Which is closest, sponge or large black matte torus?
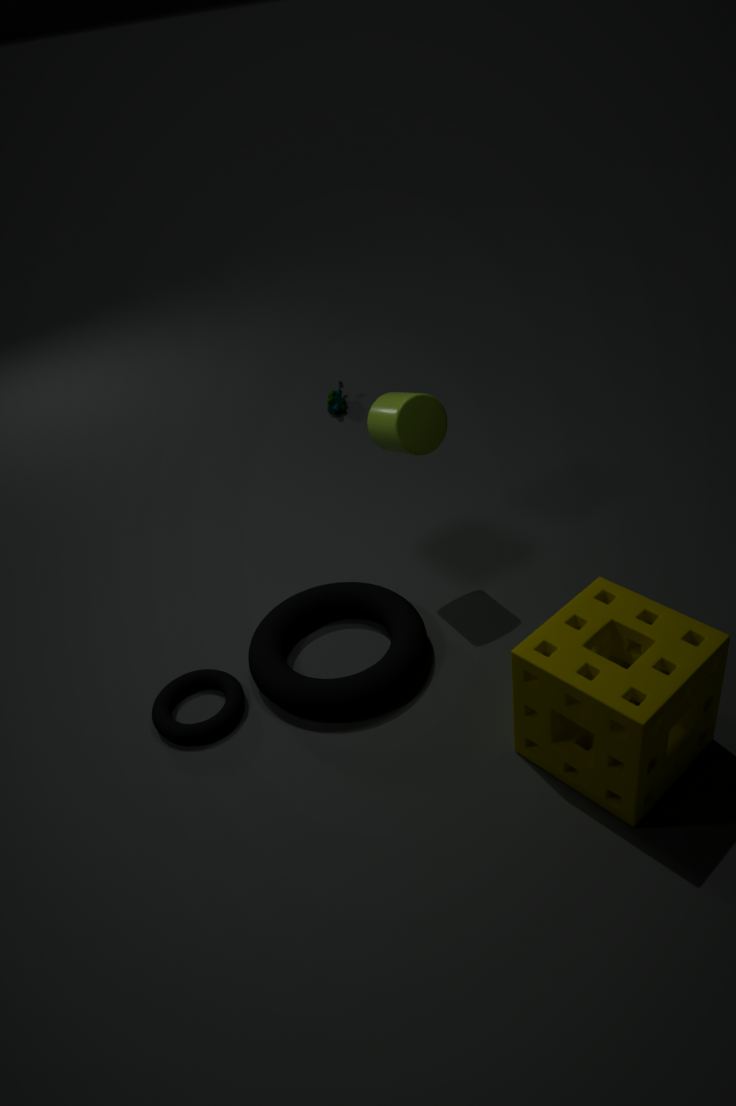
sponge
